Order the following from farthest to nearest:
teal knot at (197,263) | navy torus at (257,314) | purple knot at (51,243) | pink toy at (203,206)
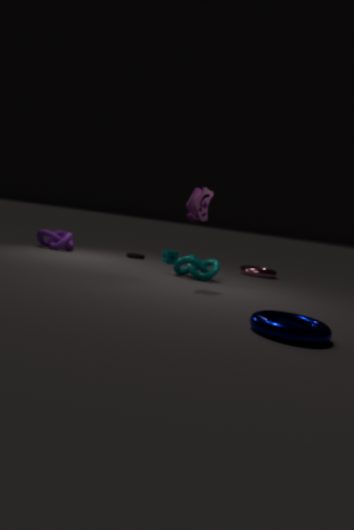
purple knot at (51,243), teal knot at (197,263), pink toy at (203,206), navy torus at (257,314)
